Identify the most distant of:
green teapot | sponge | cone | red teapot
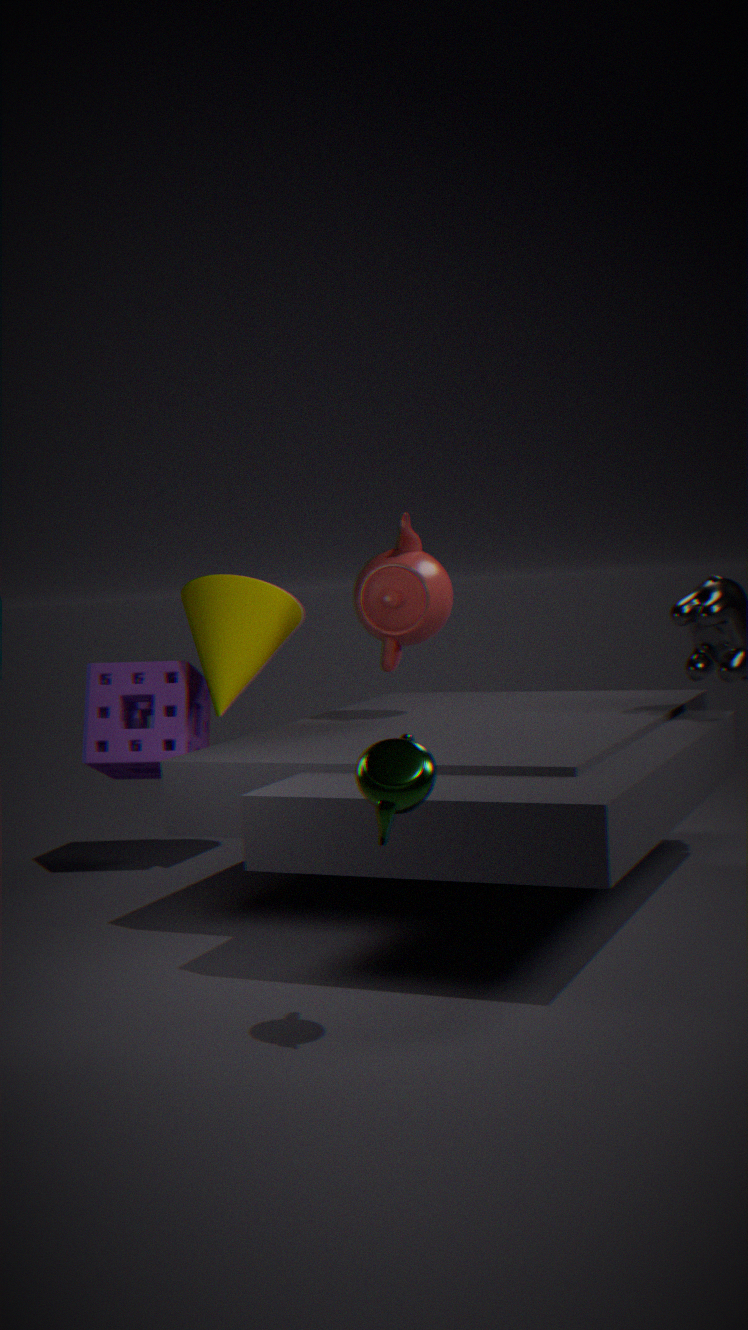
sponge
